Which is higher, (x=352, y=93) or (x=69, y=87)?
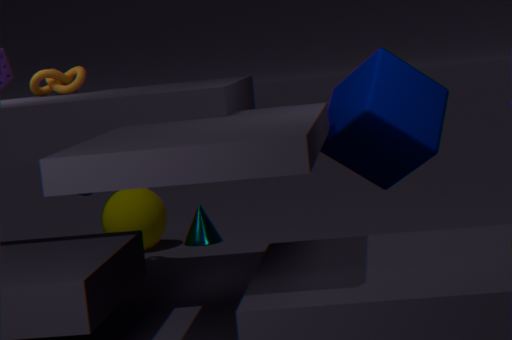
(x=69, y=87)
